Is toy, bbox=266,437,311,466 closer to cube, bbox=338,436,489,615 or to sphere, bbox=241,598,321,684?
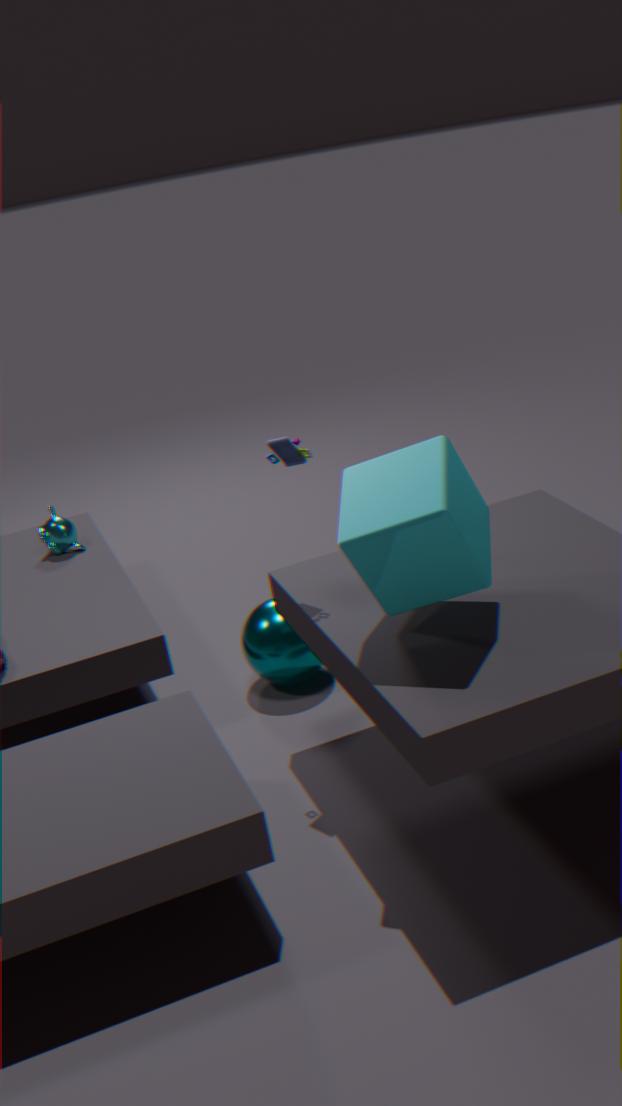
cube, bbox=338,436,489,615
